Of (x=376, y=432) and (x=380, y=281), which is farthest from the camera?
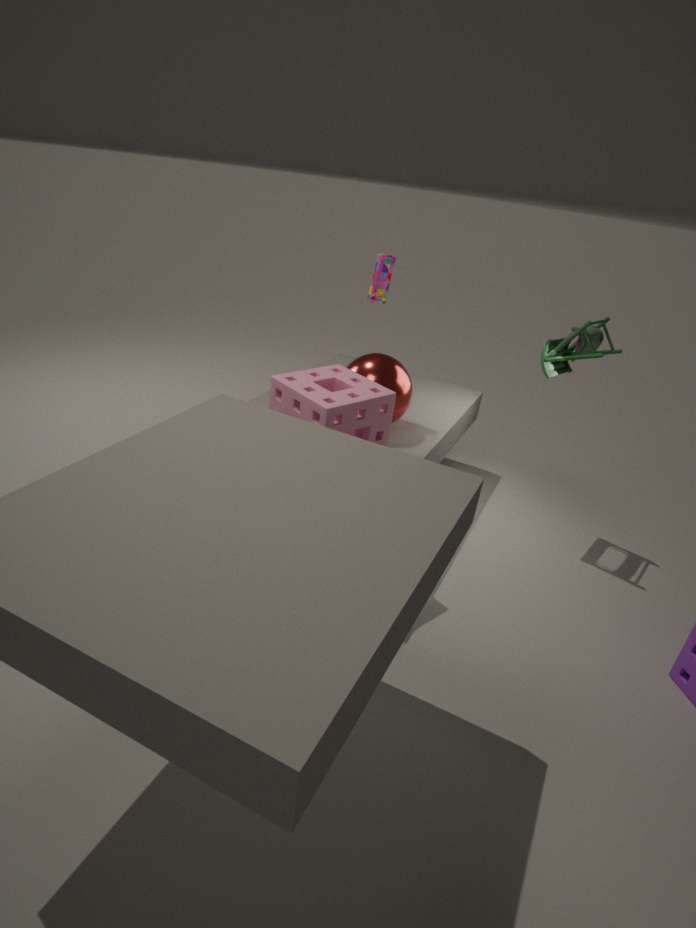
(x=380, y=281)
